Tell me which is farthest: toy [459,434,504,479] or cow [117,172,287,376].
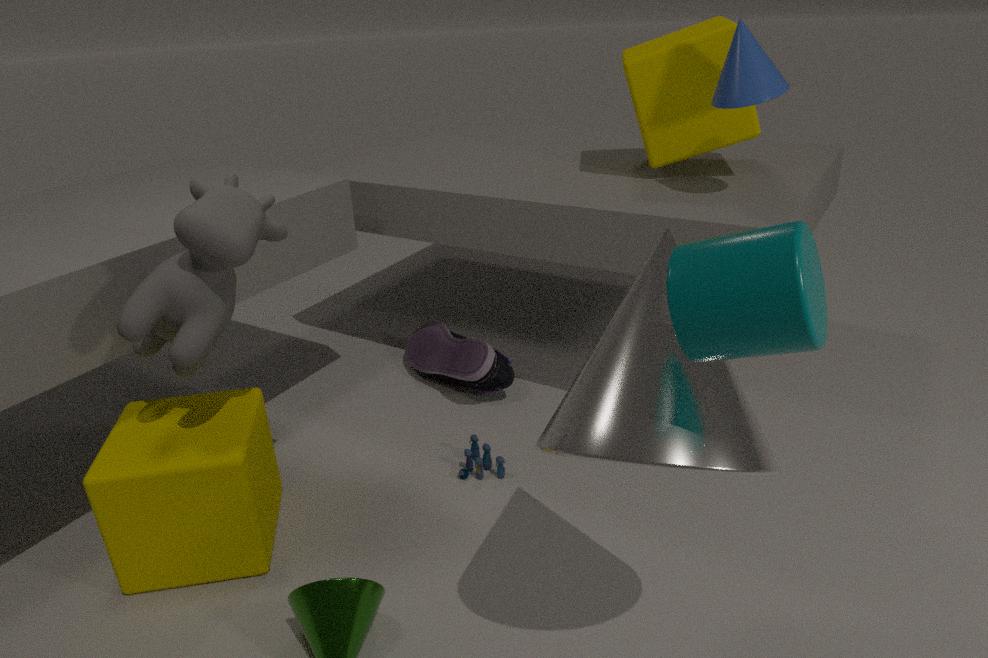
toy [459,434,504,479]
